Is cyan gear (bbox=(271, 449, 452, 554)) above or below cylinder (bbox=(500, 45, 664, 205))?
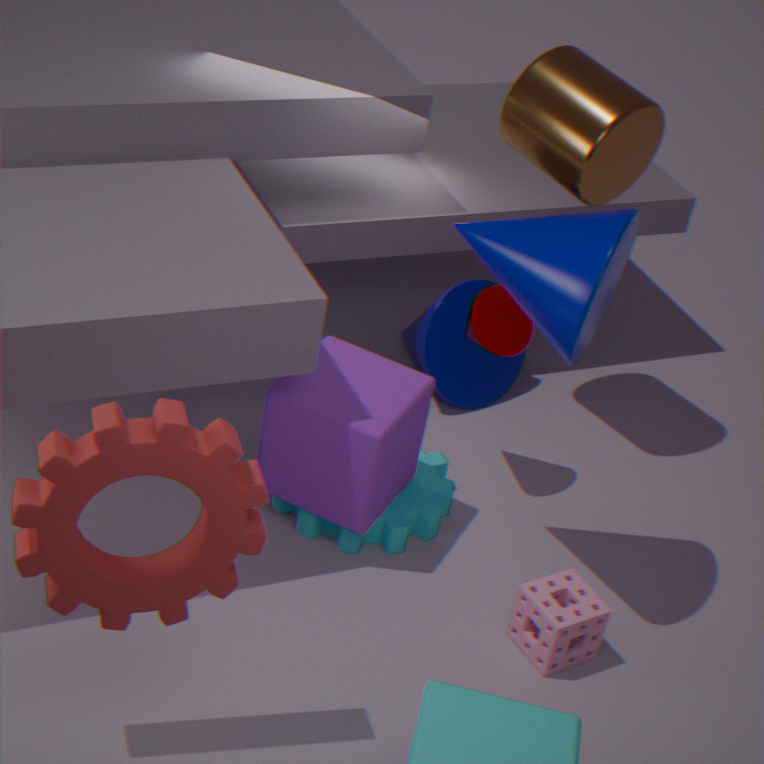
below
